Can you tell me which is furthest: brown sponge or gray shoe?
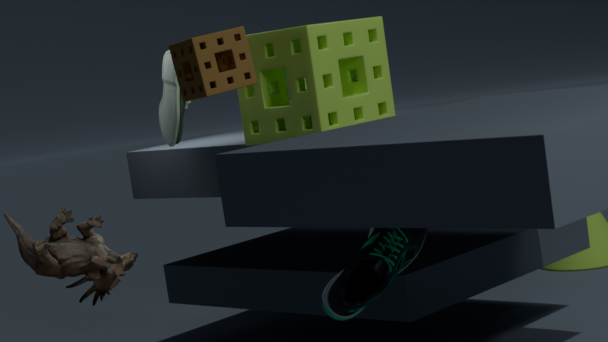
gray shoe
